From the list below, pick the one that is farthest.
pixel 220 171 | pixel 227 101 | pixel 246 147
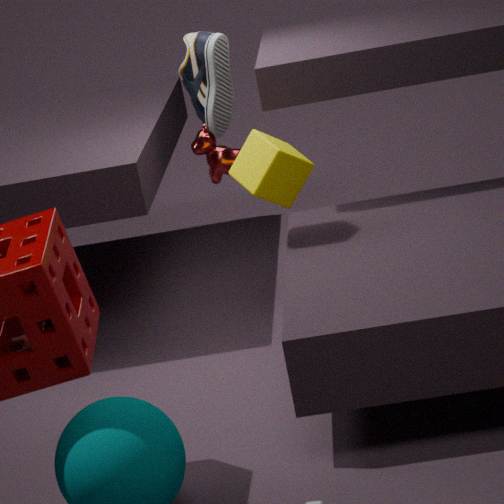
pixel 227 101
